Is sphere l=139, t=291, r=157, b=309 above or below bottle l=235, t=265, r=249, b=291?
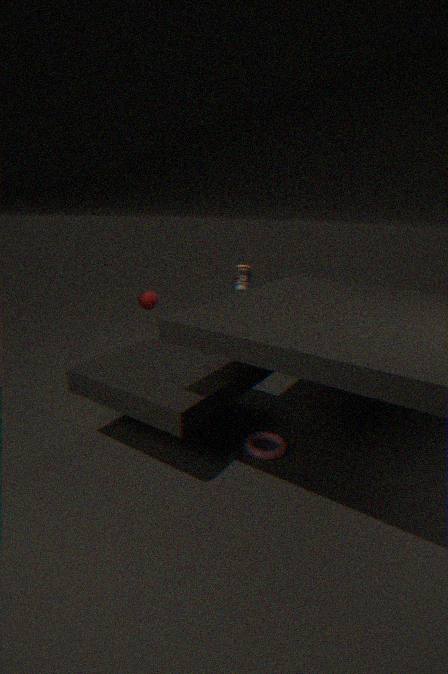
below
